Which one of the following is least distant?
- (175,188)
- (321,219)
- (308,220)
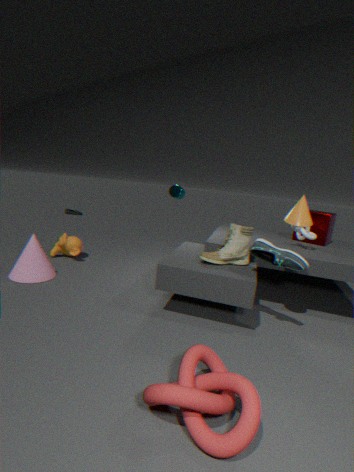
(308,220)
